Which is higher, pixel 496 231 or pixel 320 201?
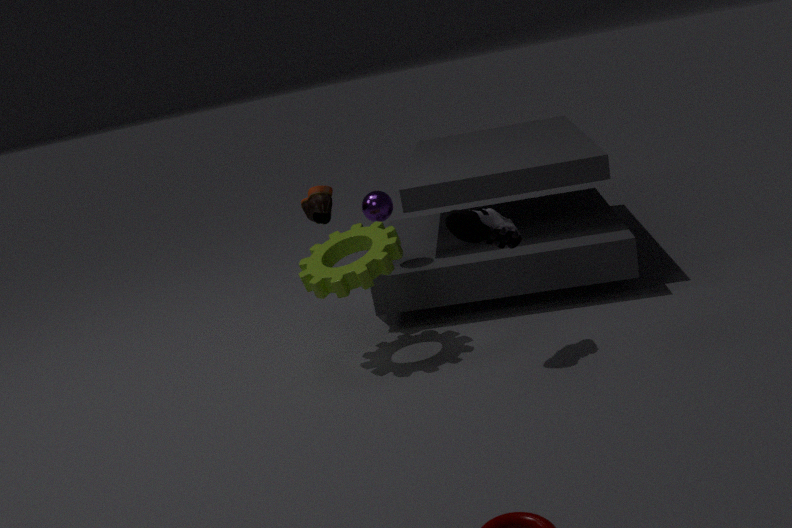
pixel 320 201
